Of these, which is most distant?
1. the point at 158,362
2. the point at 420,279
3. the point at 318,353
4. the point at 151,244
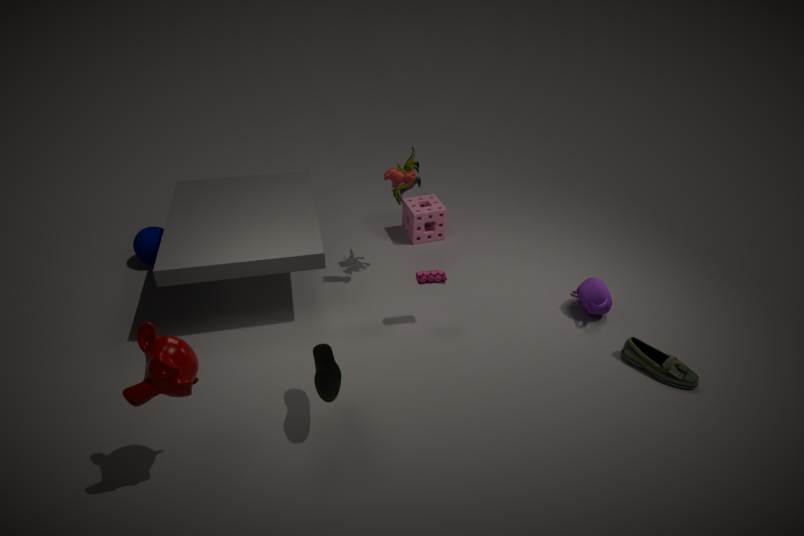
the point at 151,244
